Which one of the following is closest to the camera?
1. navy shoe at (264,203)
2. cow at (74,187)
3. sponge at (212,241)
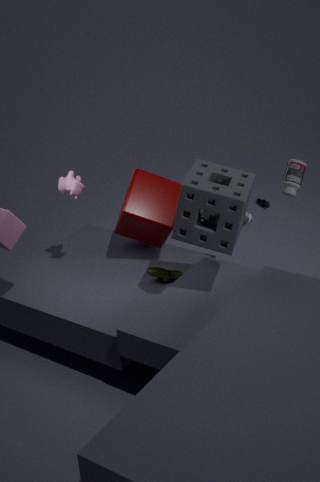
sponge at (212,241)
